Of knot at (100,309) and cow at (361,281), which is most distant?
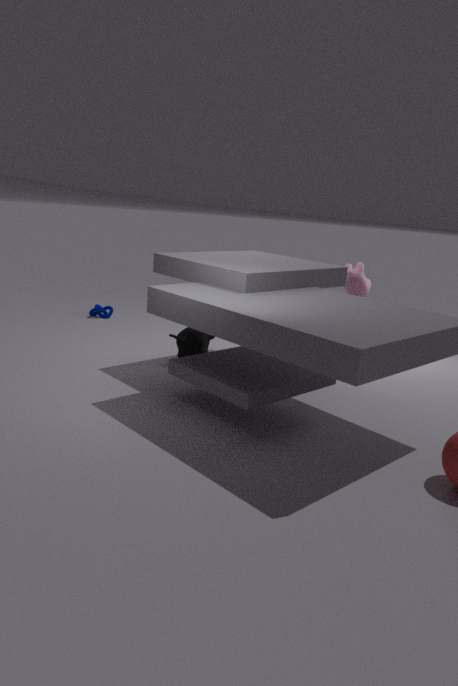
knot at (100,309)
